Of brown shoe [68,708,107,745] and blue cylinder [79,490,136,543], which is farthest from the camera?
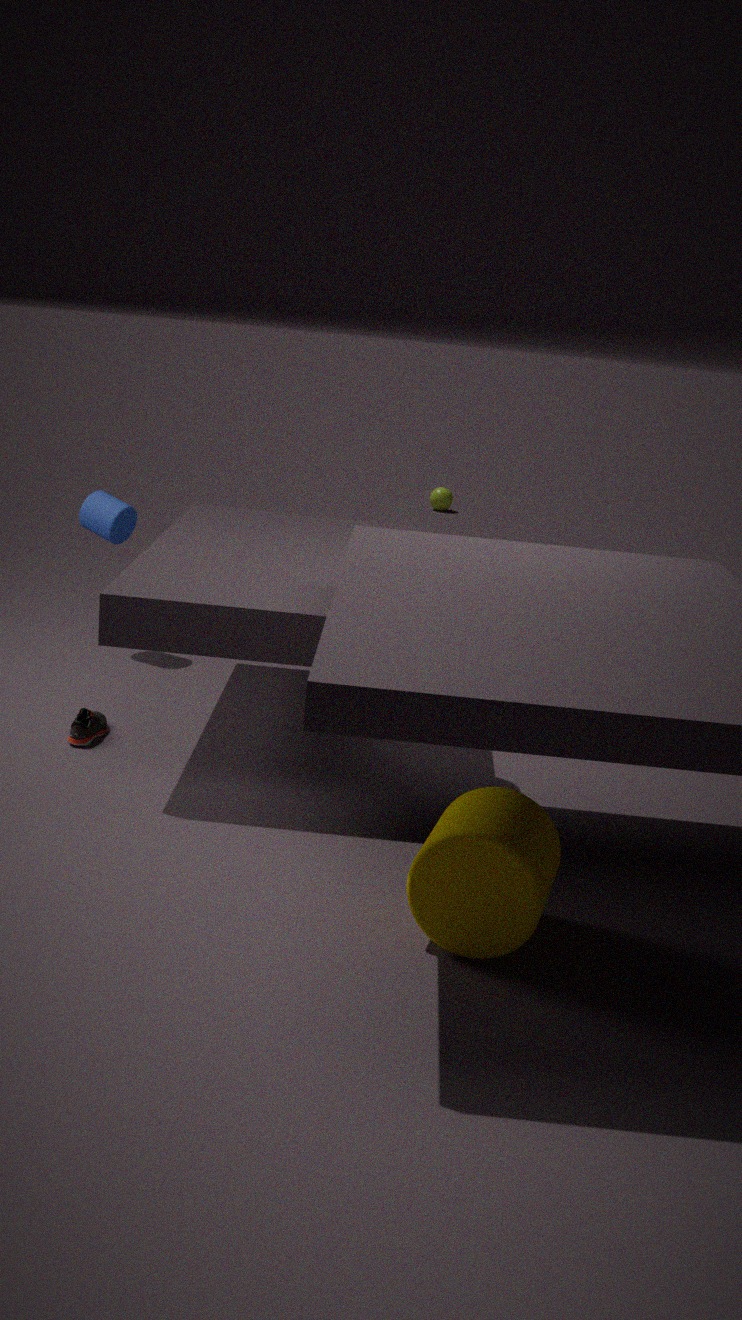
blue cylinder [79,490,136,543]
